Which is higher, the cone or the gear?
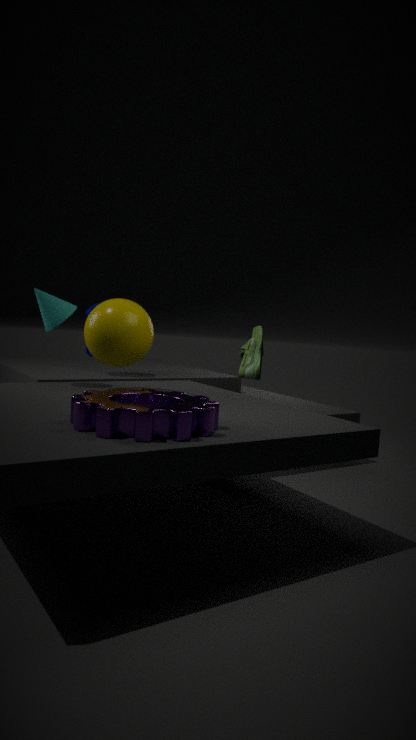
the cone
